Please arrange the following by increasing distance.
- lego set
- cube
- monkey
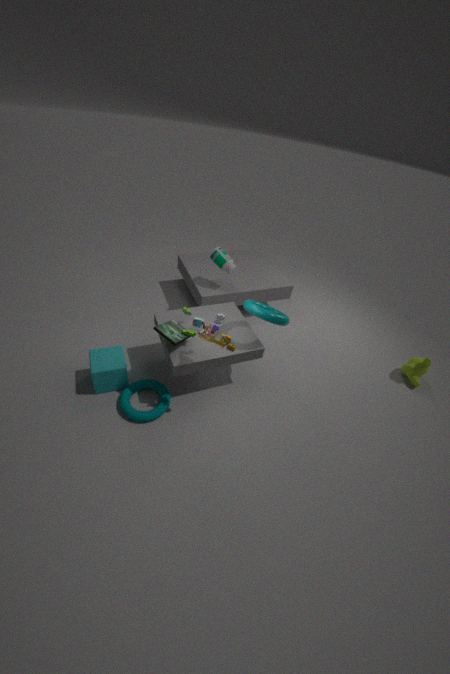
lego set → cube → monkey
